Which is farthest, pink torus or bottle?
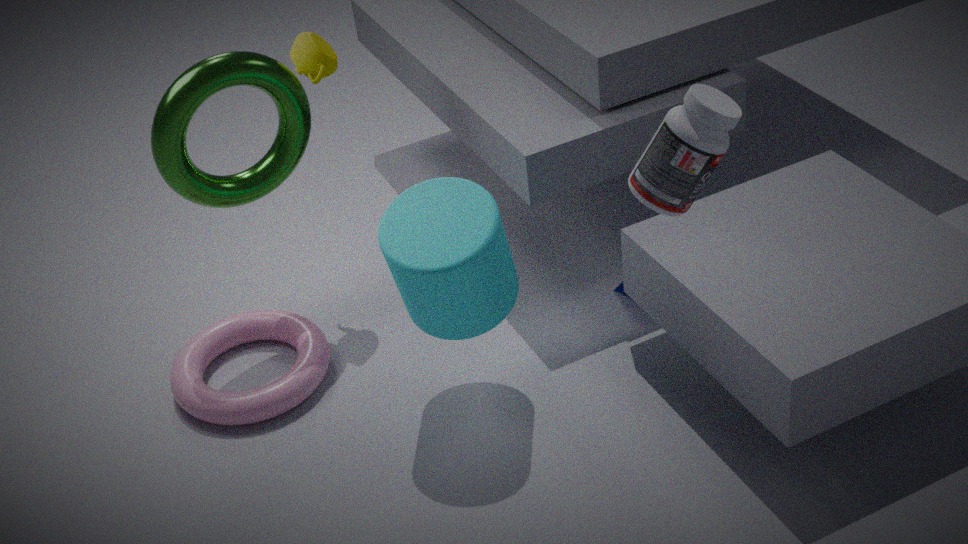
pink torus
